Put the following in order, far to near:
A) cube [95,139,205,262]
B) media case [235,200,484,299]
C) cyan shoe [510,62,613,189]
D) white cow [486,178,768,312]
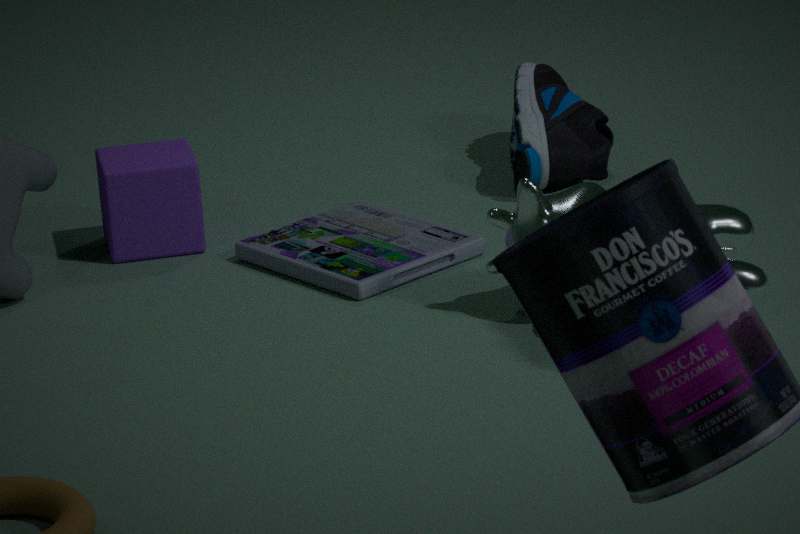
cyan shoe [510,62,613,189], cube [95,139,205,262], media case [235,200,484,299], white cow [486,178,768,312]
